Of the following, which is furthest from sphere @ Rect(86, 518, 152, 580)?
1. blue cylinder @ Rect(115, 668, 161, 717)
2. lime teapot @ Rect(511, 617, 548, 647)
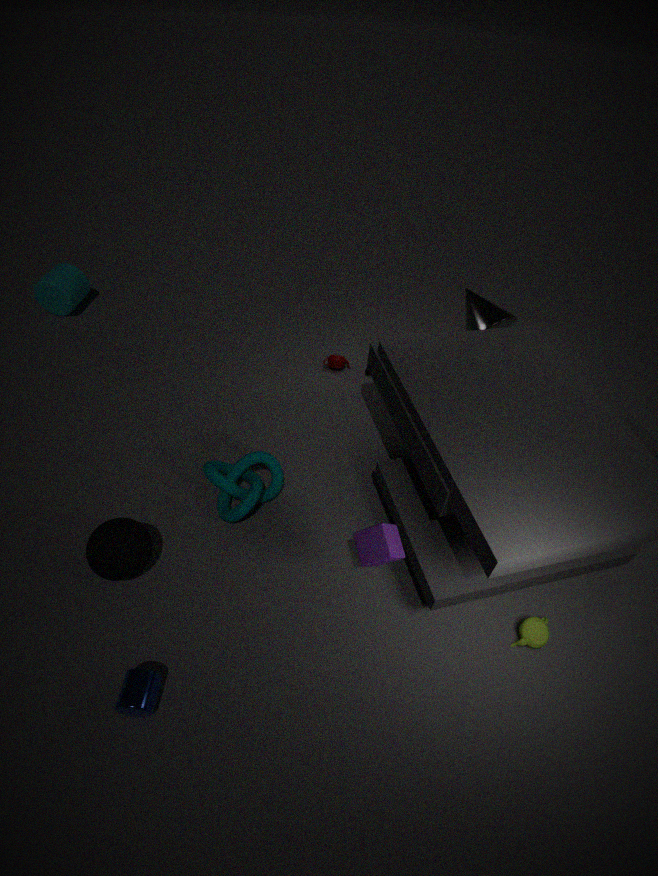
lime teapot @ Rect(511, 617, 548, 647)
